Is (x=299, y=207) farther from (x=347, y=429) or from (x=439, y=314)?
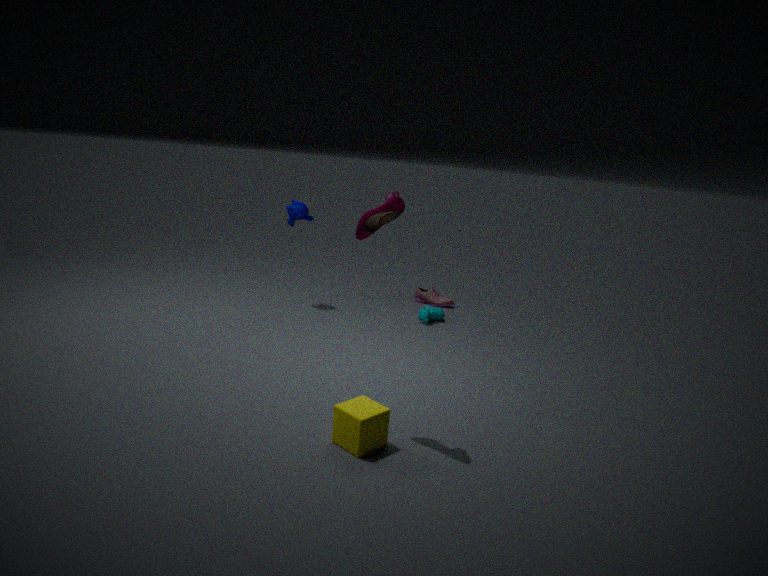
(x=347, y=429)
